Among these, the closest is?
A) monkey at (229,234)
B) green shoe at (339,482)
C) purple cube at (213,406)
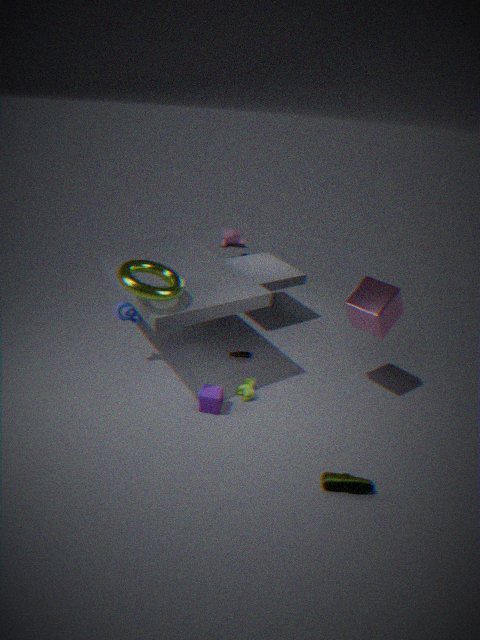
green shoe at (339,482)
